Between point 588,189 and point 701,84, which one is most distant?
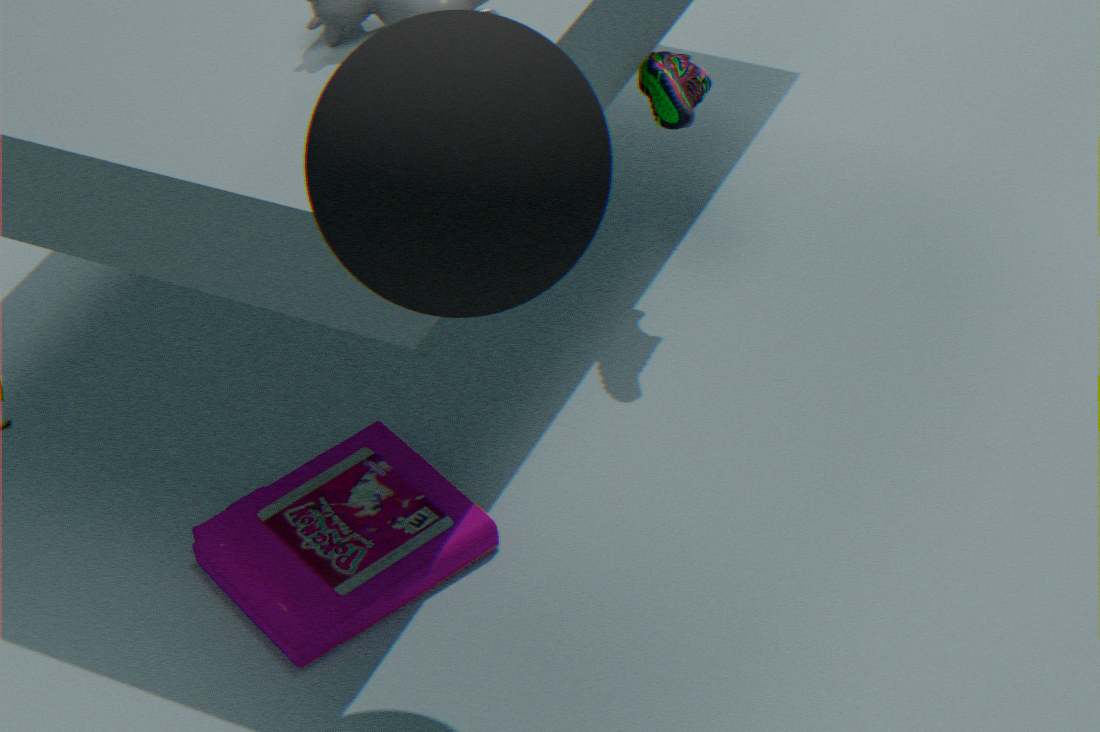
point 701,84
